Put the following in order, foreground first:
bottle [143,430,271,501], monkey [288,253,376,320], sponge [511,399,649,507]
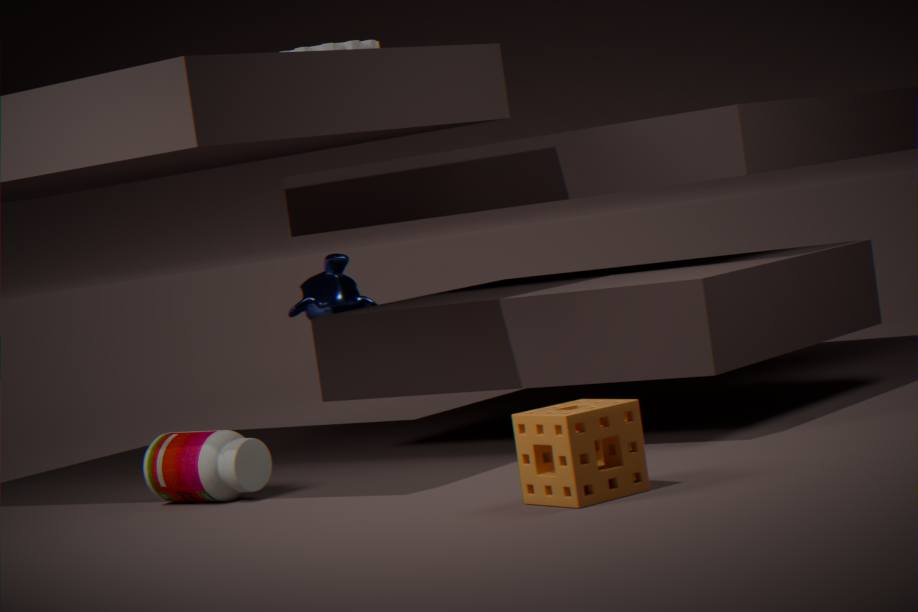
sponge [511,399,649,507] < bottle [143,430,271,501] < monkey [288,253,376,320]
